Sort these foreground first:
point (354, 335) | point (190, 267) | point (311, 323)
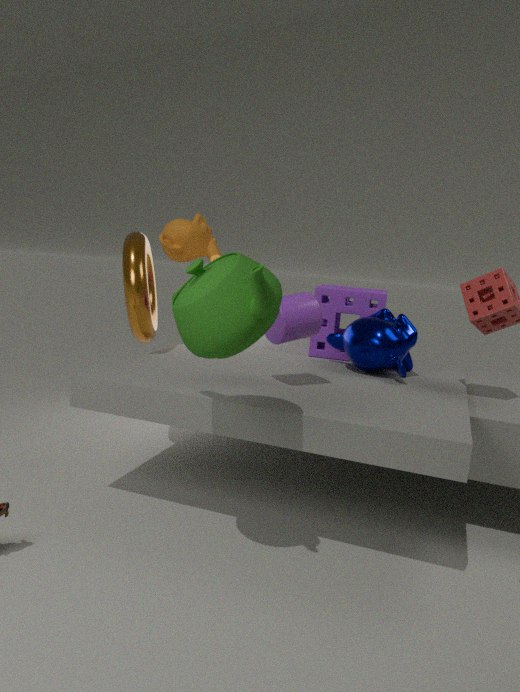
point (190, 267) → point (311, 323) → point (354, 335)
